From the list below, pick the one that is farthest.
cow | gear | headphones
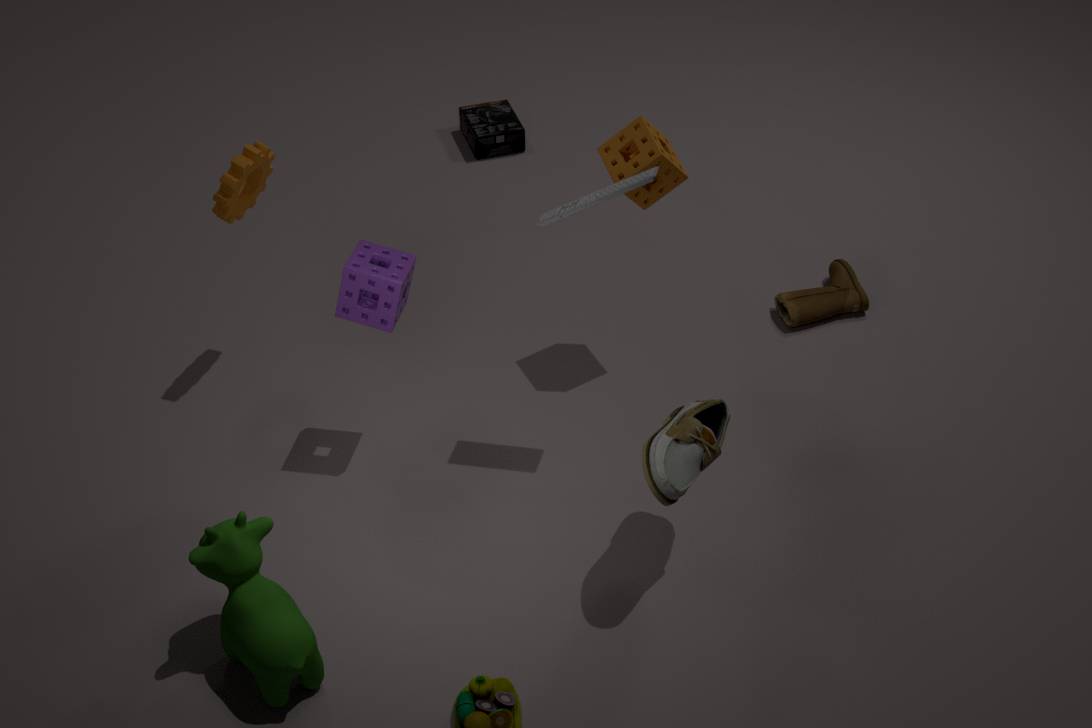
headphones
